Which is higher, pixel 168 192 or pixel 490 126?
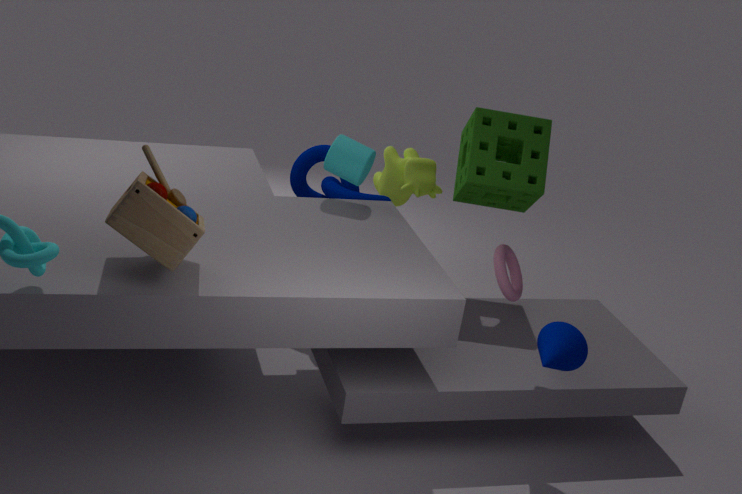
pixel 490 126
